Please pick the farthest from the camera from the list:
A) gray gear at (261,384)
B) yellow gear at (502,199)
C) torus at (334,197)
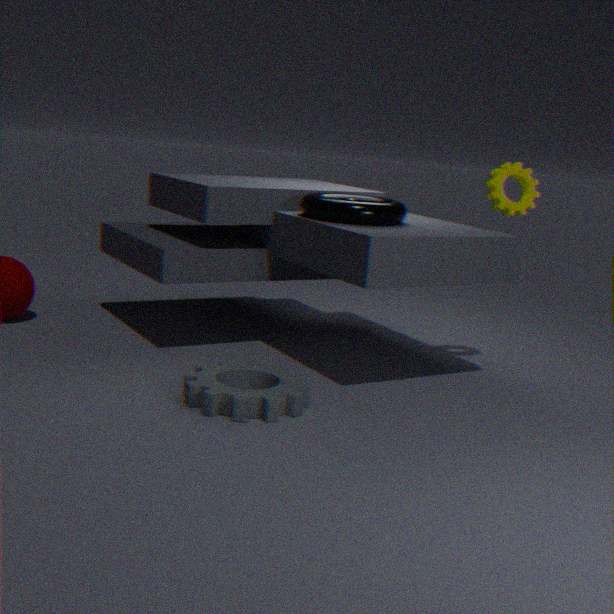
B. yellow gear at (502,199)
